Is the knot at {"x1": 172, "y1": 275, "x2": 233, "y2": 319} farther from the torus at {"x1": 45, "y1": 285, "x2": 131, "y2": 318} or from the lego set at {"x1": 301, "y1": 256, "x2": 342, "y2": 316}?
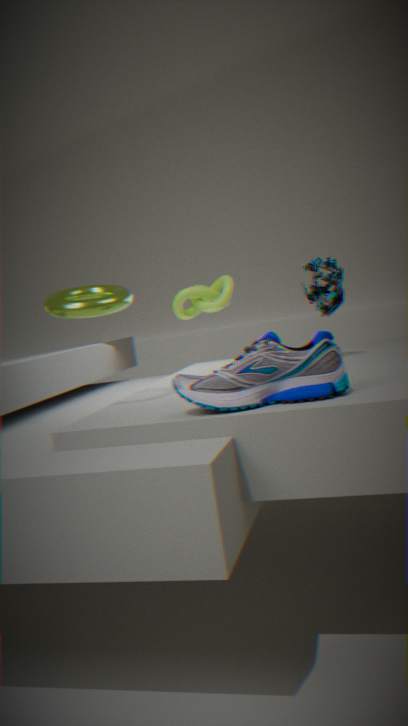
the torus at {"x1": 45, "y1": 285, "x2": 131, "y2": 318}
